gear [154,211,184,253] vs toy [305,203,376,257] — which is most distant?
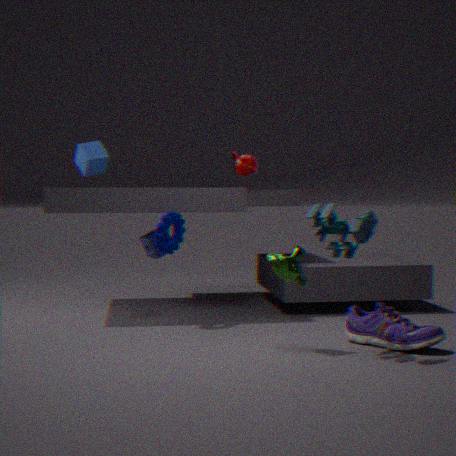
gear [154,211,184,253]
